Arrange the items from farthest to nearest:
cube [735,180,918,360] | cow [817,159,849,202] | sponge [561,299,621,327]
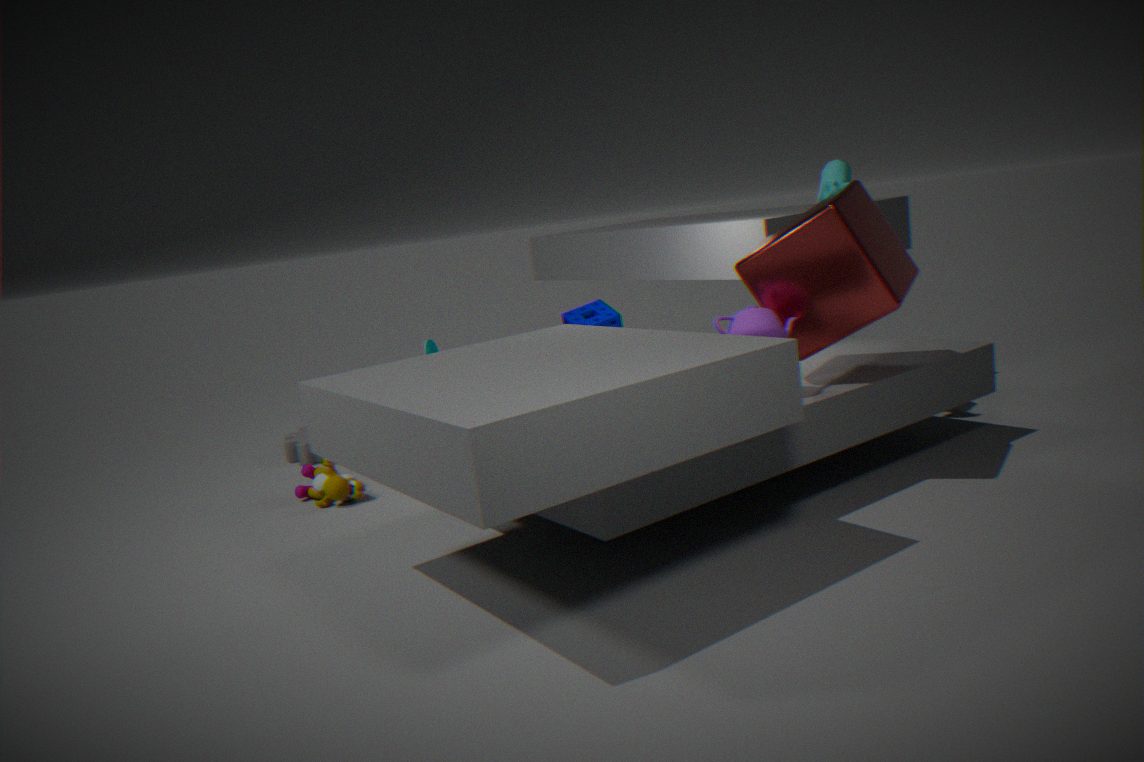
sponge [561,299,621,327], cow [817,159,849,202], cube [735,180,918,360]
